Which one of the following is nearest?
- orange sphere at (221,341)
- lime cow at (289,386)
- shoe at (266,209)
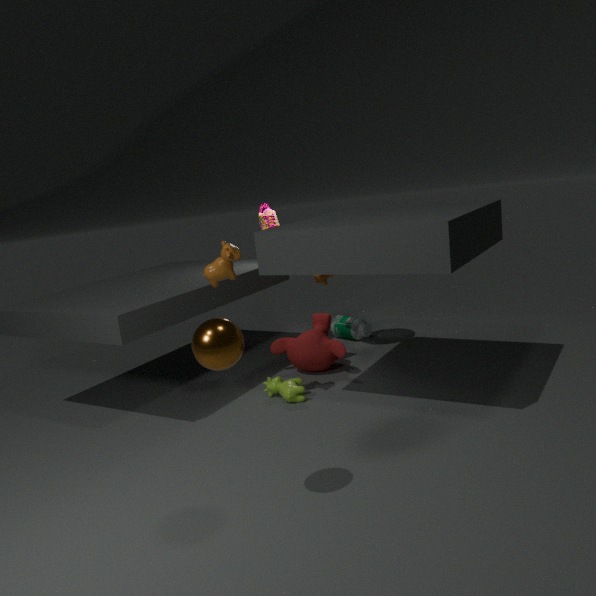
orange sphere at (221,341)
